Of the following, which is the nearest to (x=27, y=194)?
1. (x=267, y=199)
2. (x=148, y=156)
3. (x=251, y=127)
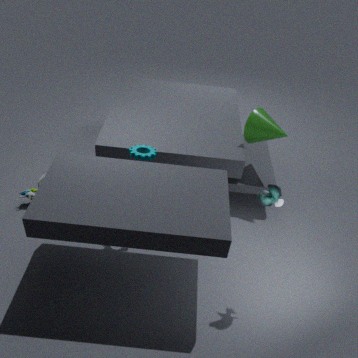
(x=148, y=156)
